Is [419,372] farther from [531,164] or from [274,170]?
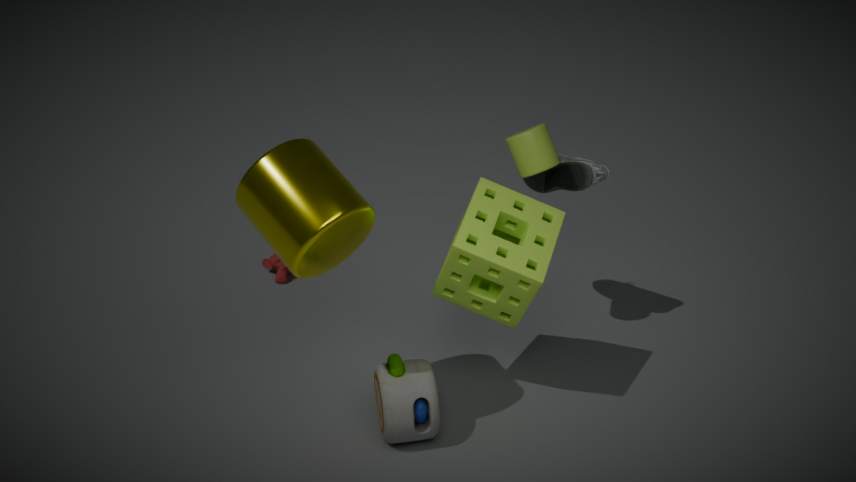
[531,164]
